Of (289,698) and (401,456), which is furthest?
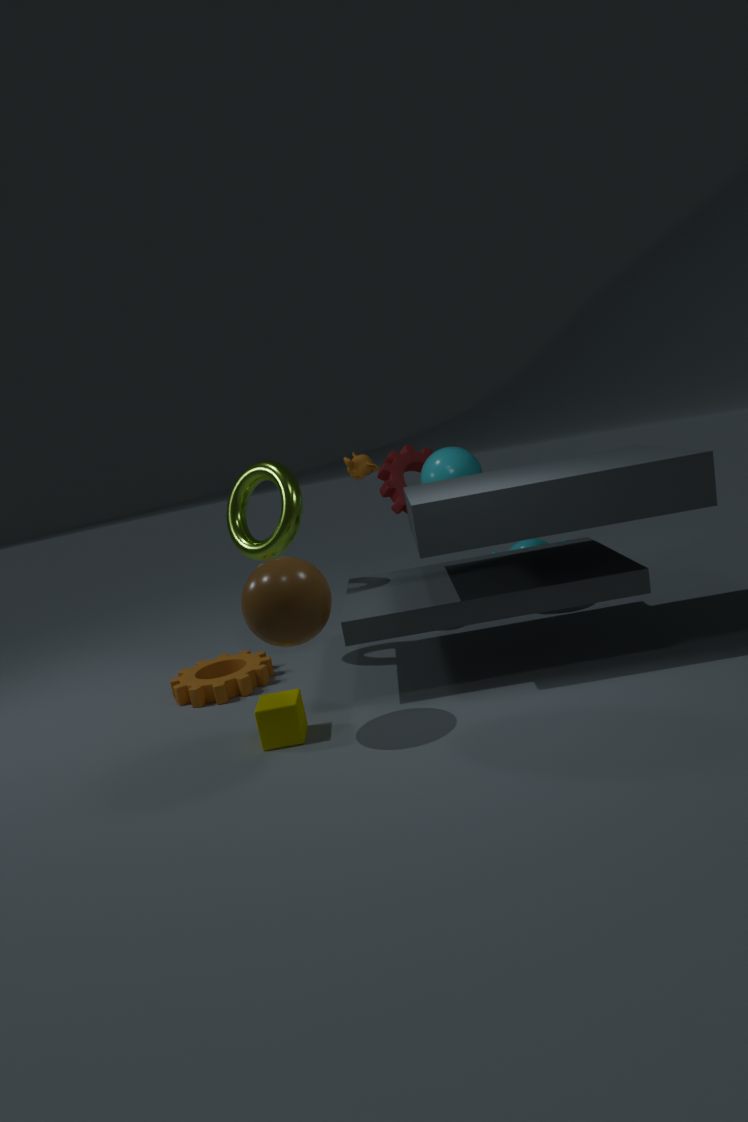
(401,456)
